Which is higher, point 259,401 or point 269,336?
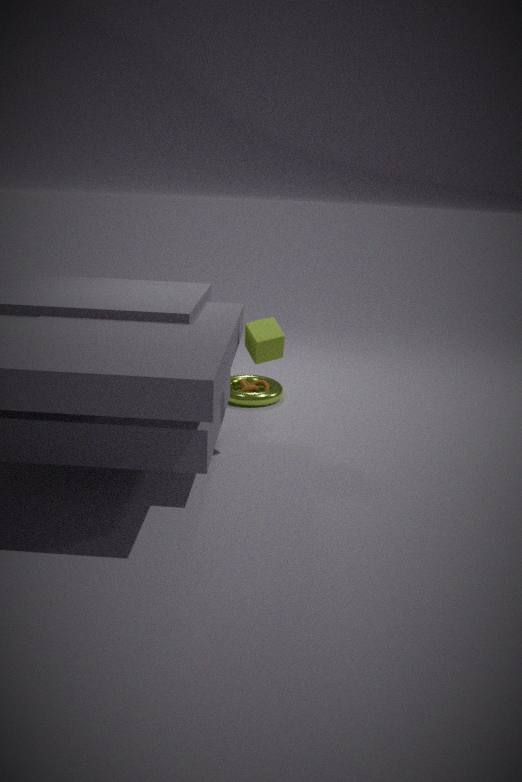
point 269,336
